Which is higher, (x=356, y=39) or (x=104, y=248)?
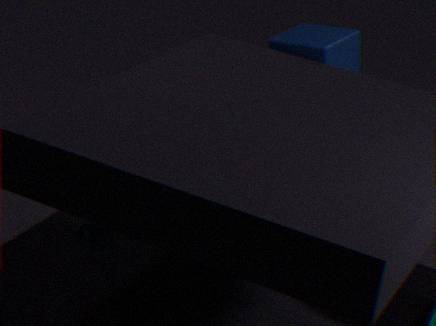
(x=356, y=39)
